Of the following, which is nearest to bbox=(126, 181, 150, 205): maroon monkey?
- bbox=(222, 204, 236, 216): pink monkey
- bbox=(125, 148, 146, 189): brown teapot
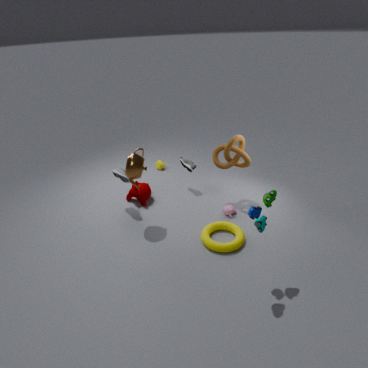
bbox=(125, 148, 146, 189): brown teapot
